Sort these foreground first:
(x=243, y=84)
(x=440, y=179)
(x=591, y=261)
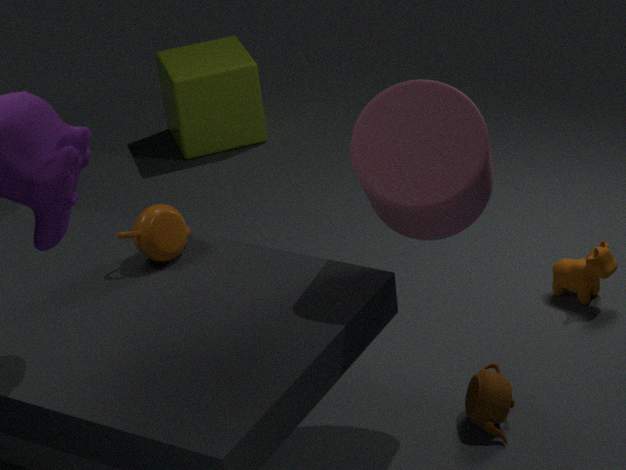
(x=440, y=179), (x=591, y=261), (x=243, y=84)
